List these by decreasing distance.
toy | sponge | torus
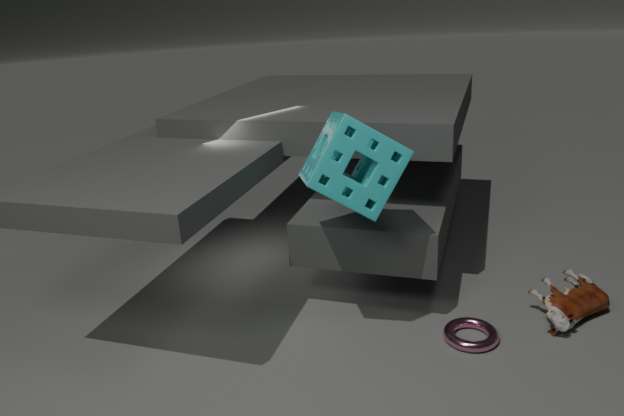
toy → torus → sponge
